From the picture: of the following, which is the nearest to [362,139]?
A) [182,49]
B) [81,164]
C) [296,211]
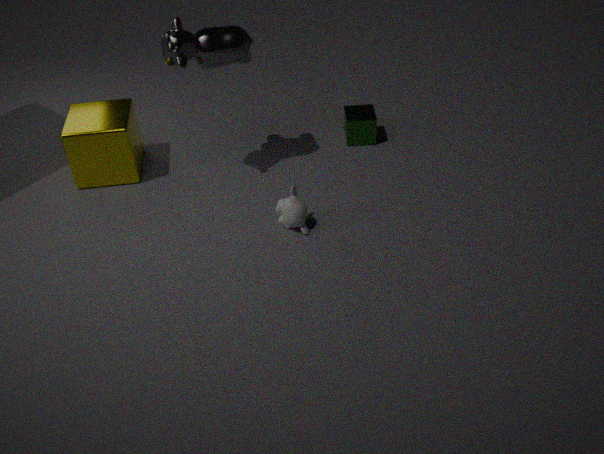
[296,211]
